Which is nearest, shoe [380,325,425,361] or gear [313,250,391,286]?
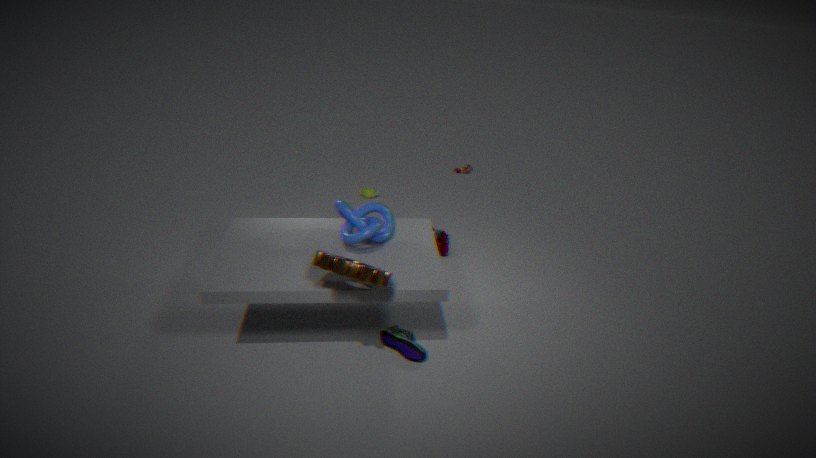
gear [313,250,391,286]
